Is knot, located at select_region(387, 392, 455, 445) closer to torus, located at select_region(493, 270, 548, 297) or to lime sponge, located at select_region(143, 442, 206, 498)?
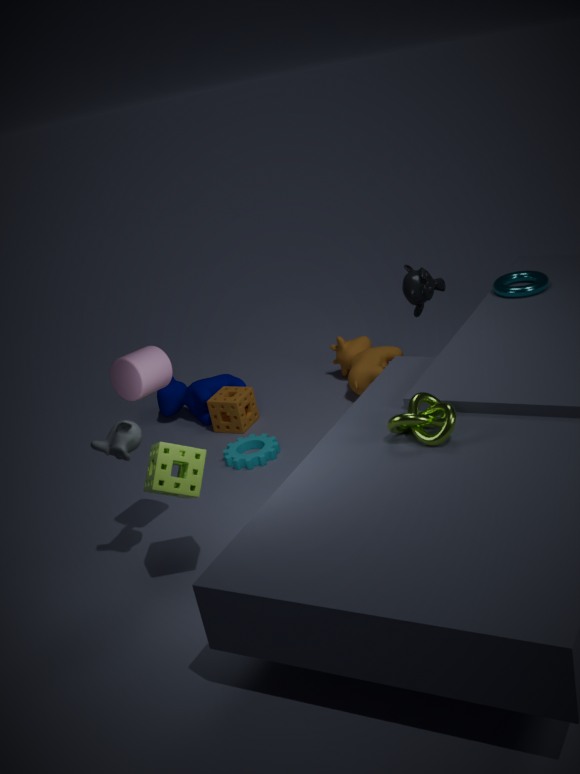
lime sponge, located at select_region(143, 442, 206, 498)
